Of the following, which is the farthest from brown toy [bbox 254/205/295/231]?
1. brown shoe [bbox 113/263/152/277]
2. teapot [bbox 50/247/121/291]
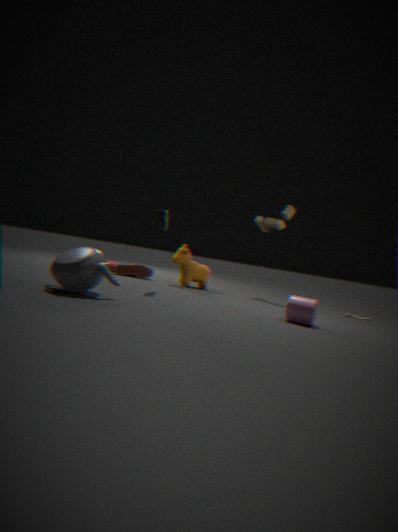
teapot [bbox 50/247/121/291]
